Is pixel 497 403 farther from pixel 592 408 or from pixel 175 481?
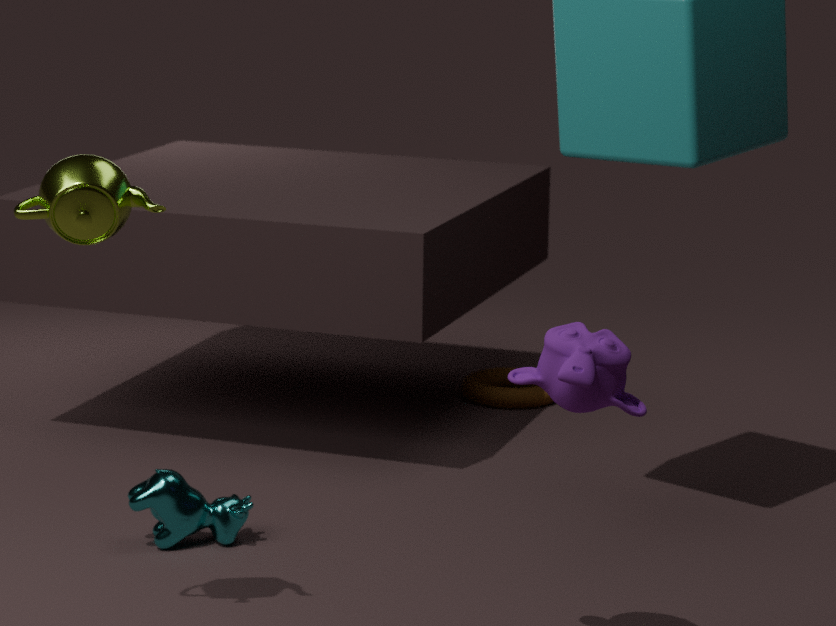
pixel 592 408
